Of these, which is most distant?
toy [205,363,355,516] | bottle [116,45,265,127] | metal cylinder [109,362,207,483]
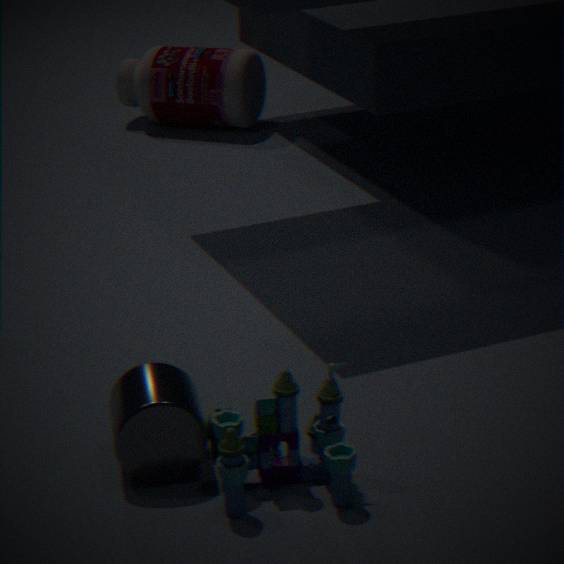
bottle [116,45,265,127]
